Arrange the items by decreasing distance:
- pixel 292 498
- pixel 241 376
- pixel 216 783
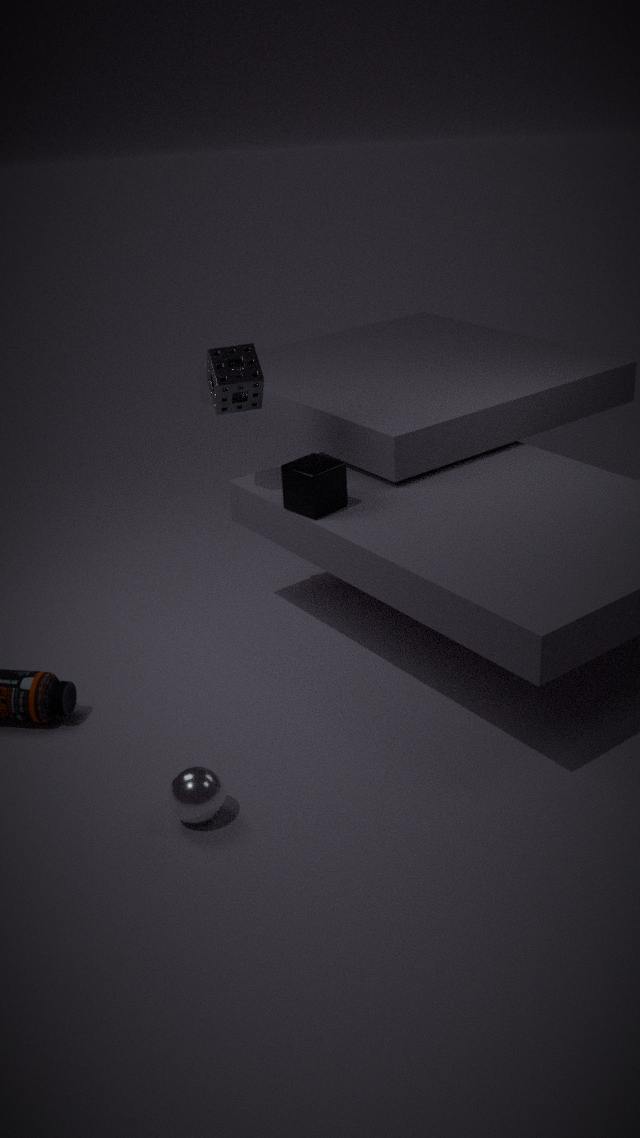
pixel 292 498 < pixel 241 376 < pixel 216 783
